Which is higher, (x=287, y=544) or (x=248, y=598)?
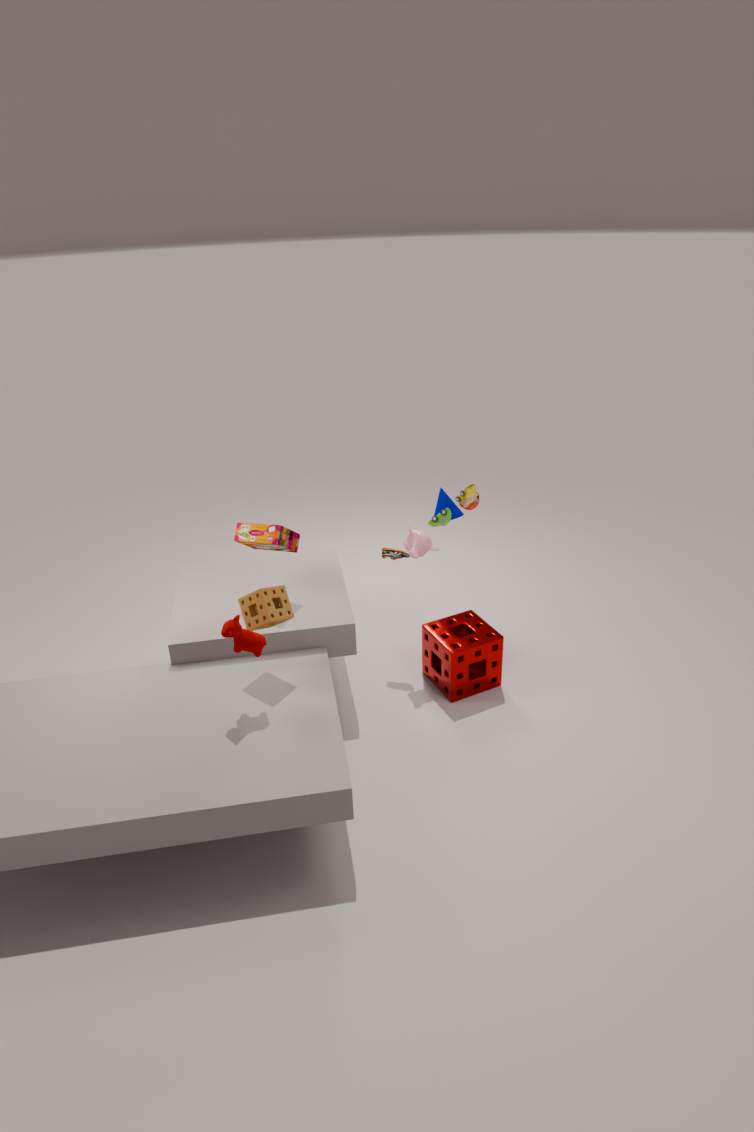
(x=287, y=544)
